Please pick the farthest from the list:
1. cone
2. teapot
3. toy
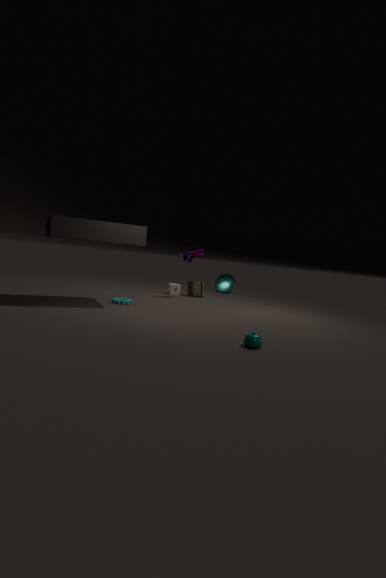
cone
